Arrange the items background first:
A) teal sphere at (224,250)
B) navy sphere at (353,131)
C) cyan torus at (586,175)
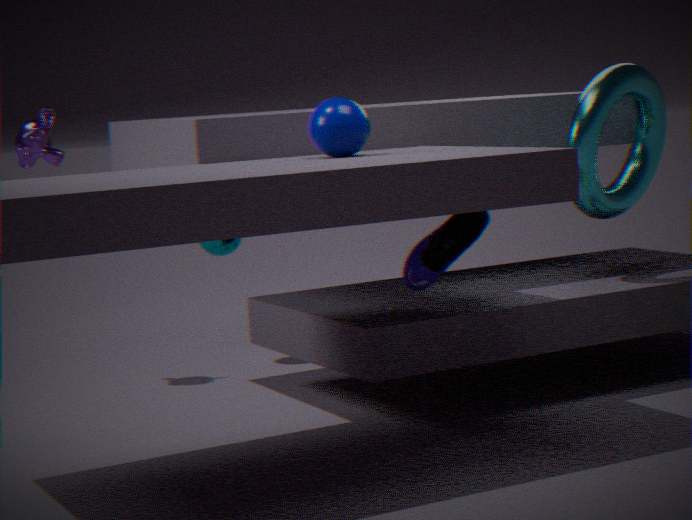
teal sphere at (224,250) → cyan torus at (586,175) → navy sphere at (353,131)
